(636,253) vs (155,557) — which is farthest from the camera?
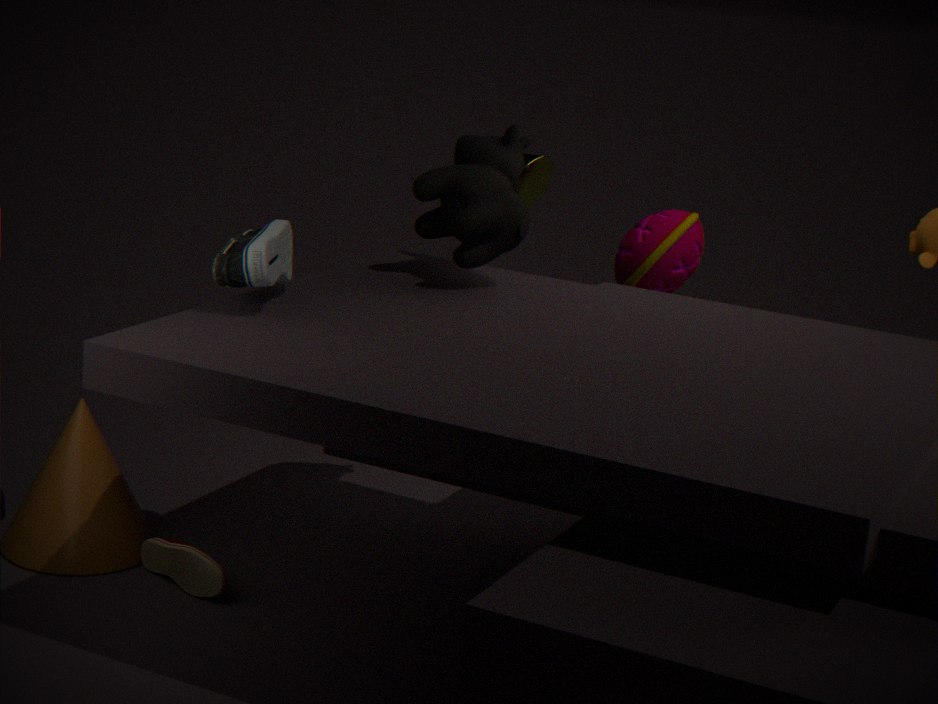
(636,253)
